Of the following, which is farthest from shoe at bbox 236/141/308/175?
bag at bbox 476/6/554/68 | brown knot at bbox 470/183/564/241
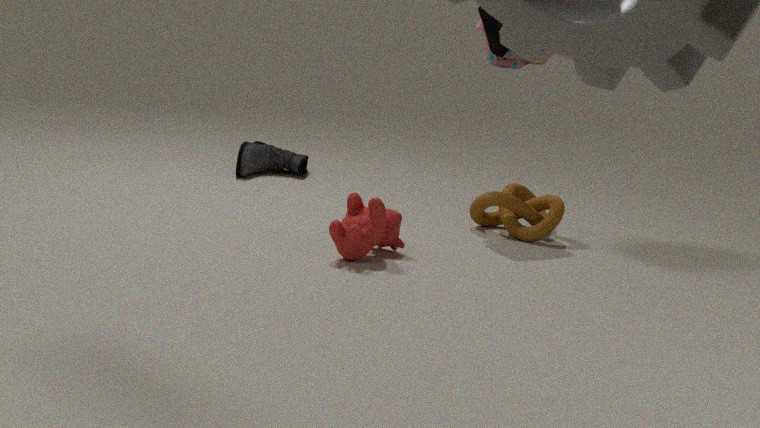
bag at bbox 476/6/554/68
